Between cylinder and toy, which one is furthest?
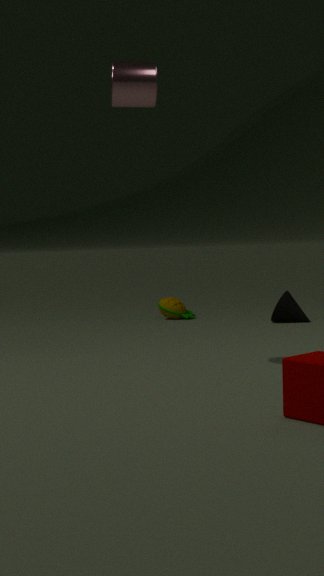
toy
